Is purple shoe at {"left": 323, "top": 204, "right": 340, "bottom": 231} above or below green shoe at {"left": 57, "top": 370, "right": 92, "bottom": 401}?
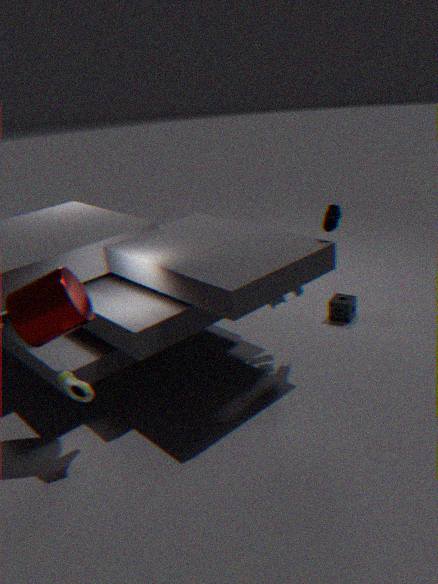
above
